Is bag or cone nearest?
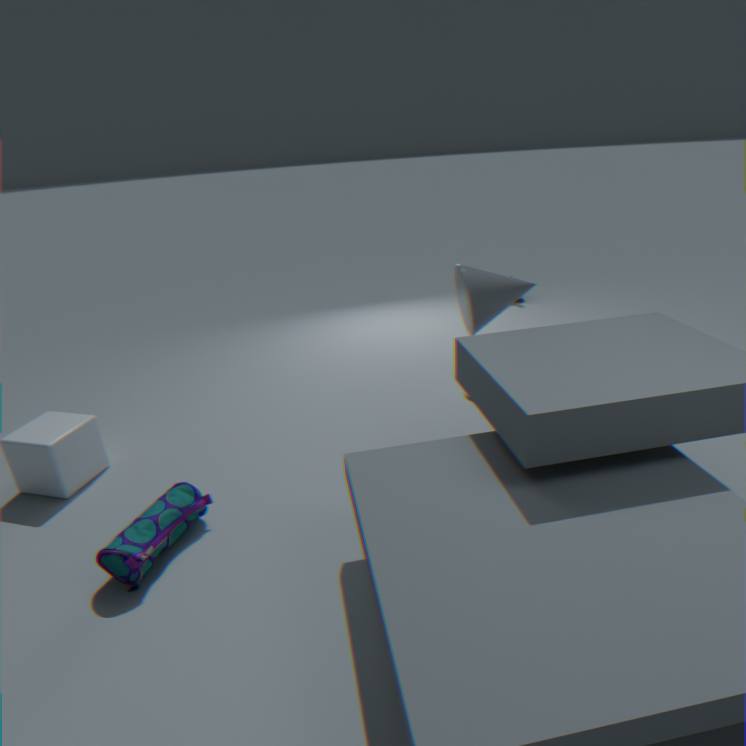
bag
